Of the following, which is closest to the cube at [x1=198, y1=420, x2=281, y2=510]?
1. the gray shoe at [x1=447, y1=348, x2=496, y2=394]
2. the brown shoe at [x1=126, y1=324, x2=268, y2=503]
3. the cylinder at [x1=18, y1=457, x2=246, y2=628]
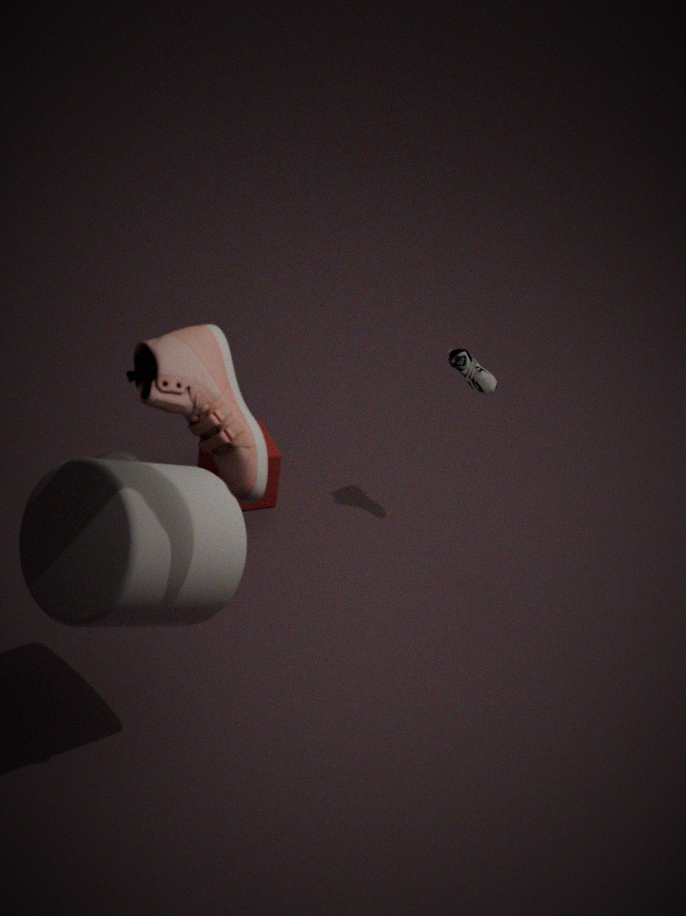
the gray shoe at [x1=447, y1=348, x2=496, y2=394]
